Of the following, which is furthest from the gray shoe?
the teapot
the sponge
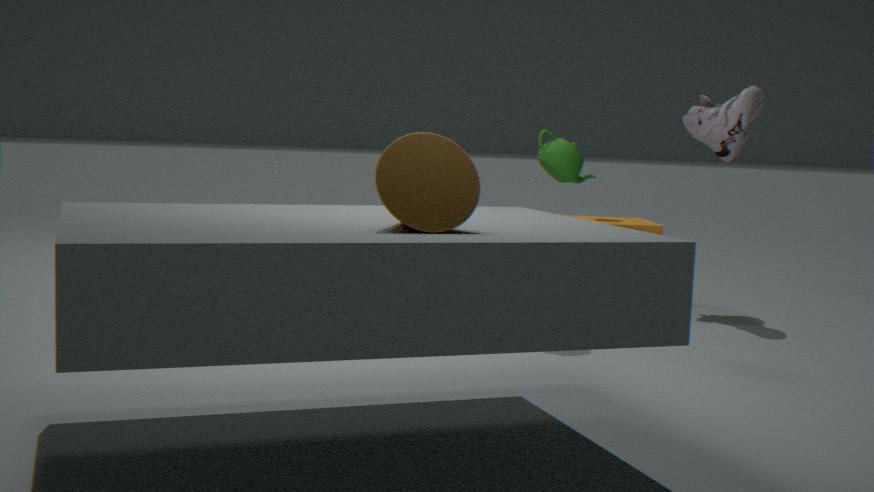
the teapot
